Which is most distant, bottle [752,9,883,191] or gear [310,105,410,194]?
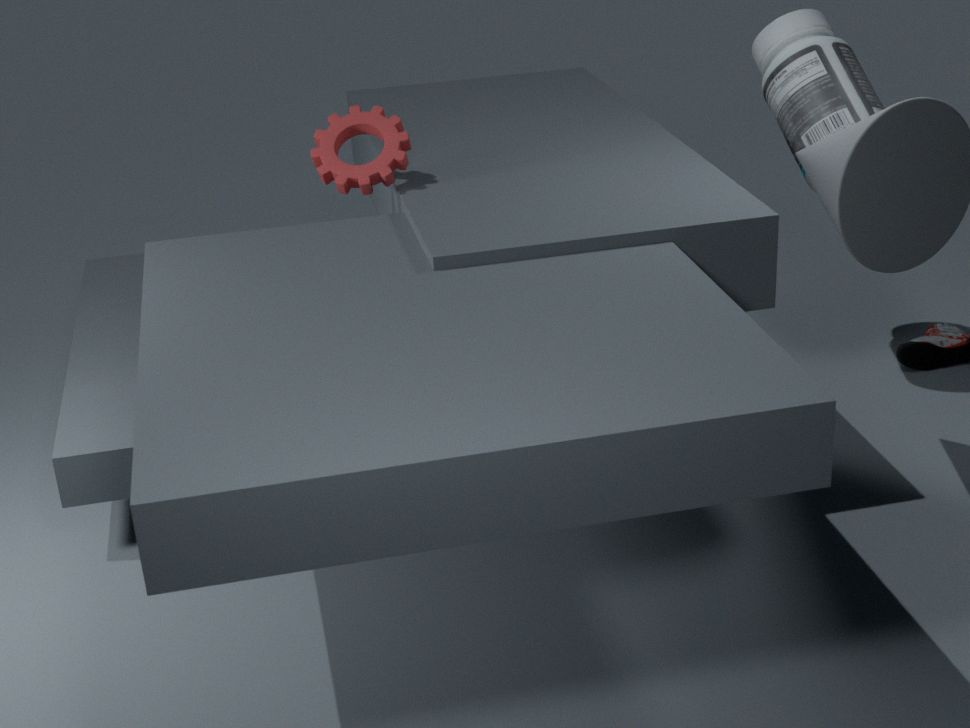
bottle [752,9,883,191]
